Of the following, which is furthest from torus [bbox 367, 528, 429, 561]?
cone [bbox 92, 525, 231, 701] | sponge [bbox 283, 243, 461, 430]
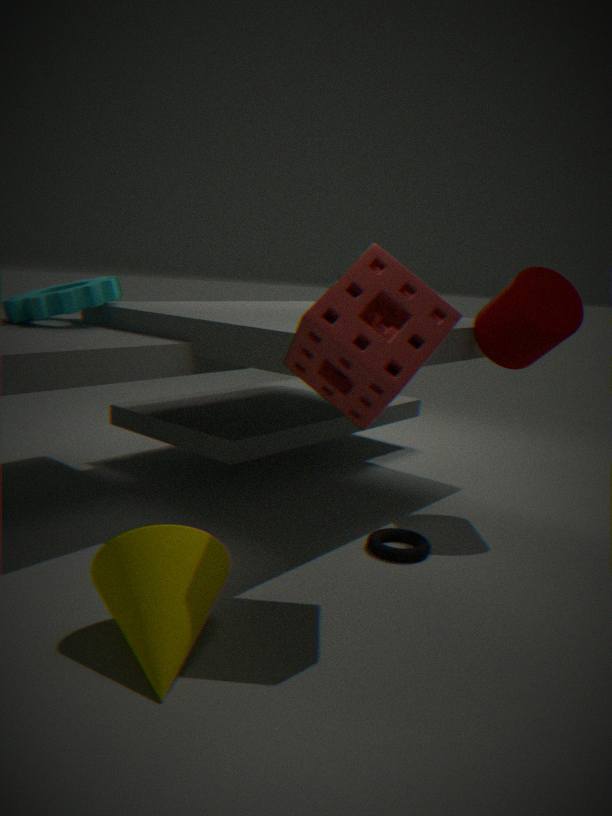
cone [bbox 92, 525, 231, 701]
